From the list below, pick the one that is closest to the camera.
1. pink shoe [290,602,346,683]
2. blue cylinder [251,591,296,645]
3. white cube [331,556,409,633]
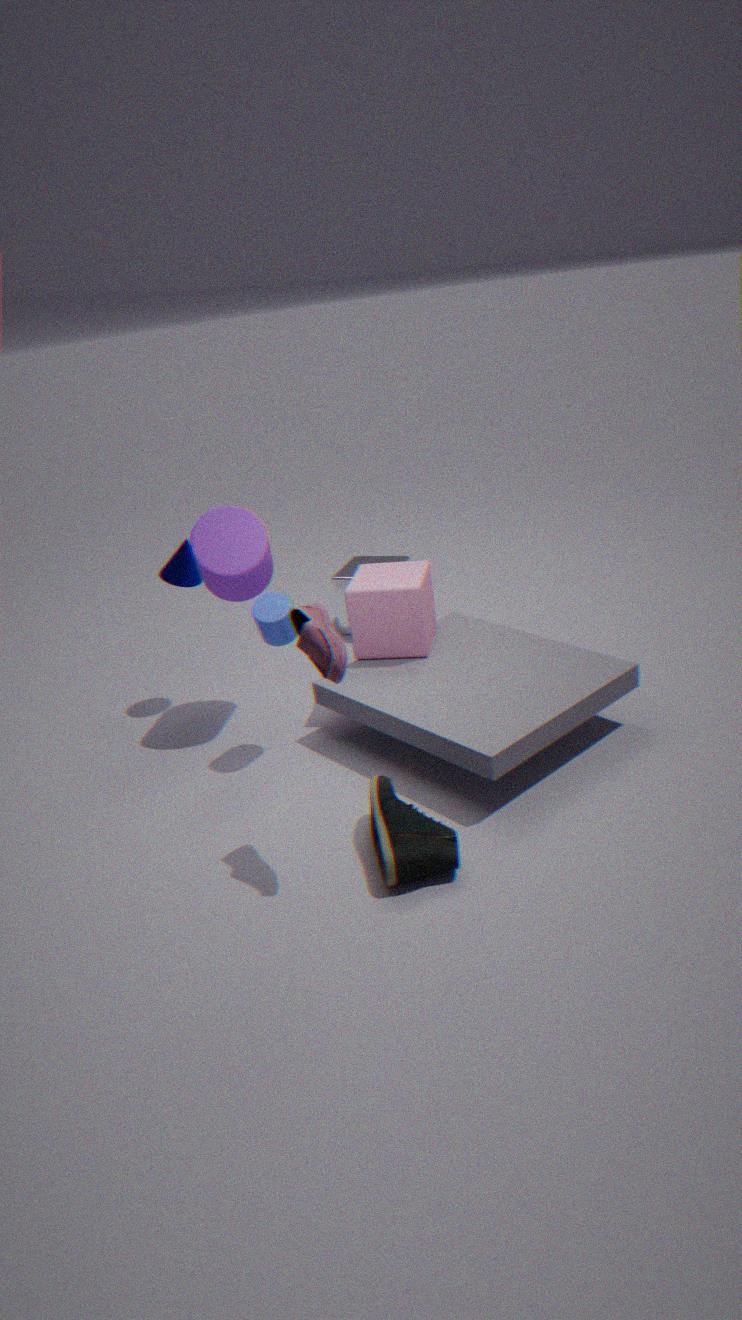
pink shoe [290,602,346,683]
